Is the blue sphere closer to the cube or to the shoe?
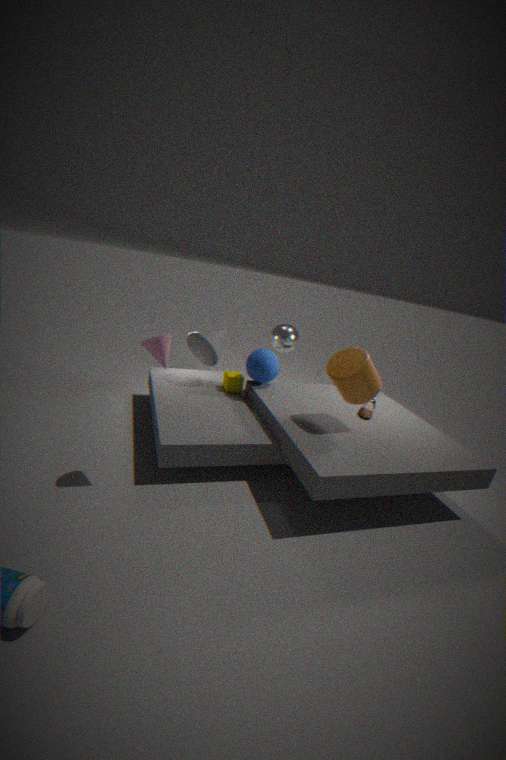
the cube
